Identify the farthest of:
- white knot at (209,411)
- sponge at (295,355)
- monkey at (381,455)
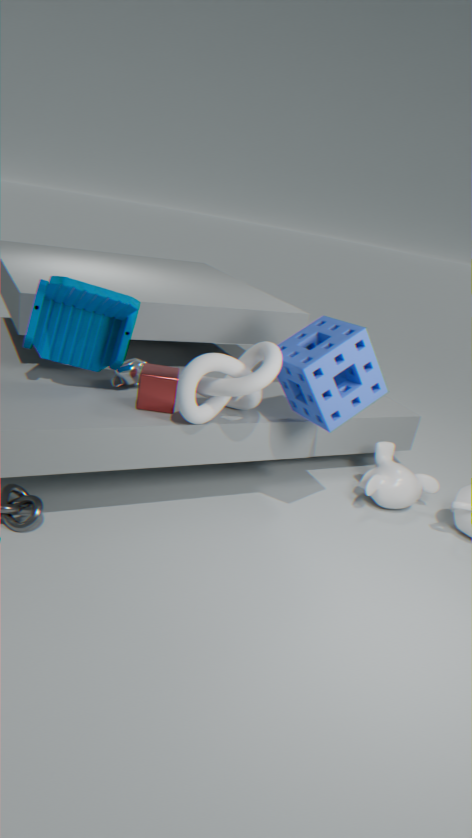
monkey at (381,455)
